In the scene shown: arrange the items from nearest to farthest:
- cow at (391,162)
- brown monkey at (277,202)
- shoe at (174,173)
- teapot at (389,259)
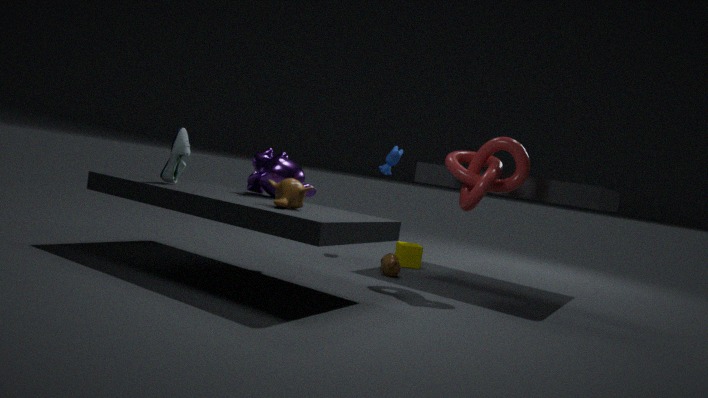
brown monkey at (277,202) → shoe at (174,173) → teapot at (389,259) → cow at (391,162)
